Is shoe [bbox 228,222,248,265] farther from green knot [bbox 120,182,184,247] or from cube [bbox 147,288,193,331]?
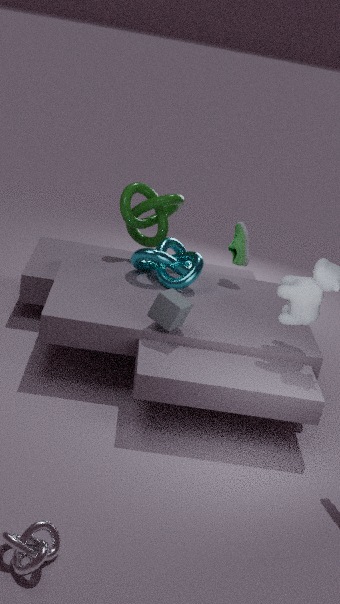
cube [bbox 147,288,193,331]
